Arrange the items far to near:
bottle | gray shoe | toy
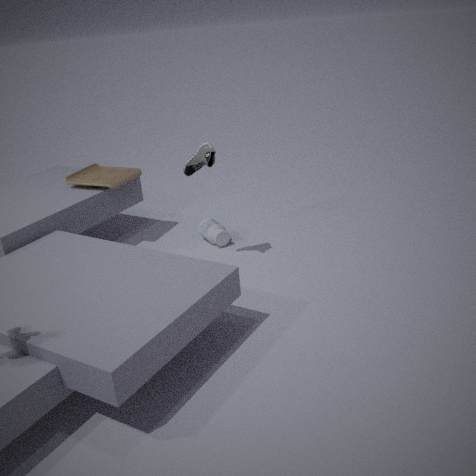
bottle → toy → gray shoe
